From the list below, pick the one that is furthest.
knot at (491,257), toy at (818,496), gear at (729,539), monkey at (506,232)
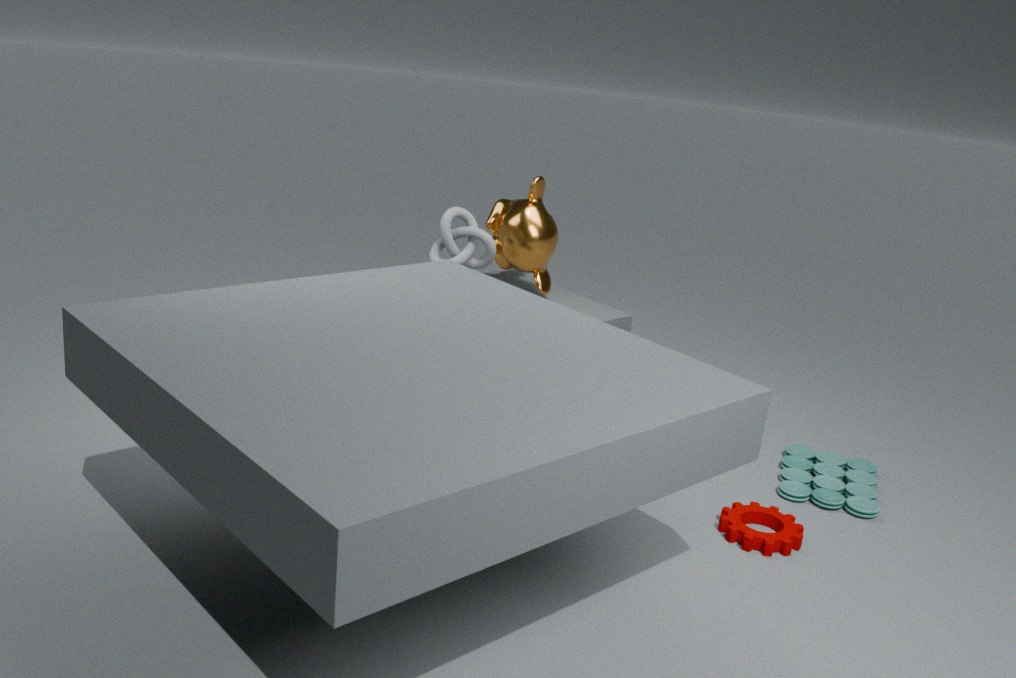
monkey at (506,232)
